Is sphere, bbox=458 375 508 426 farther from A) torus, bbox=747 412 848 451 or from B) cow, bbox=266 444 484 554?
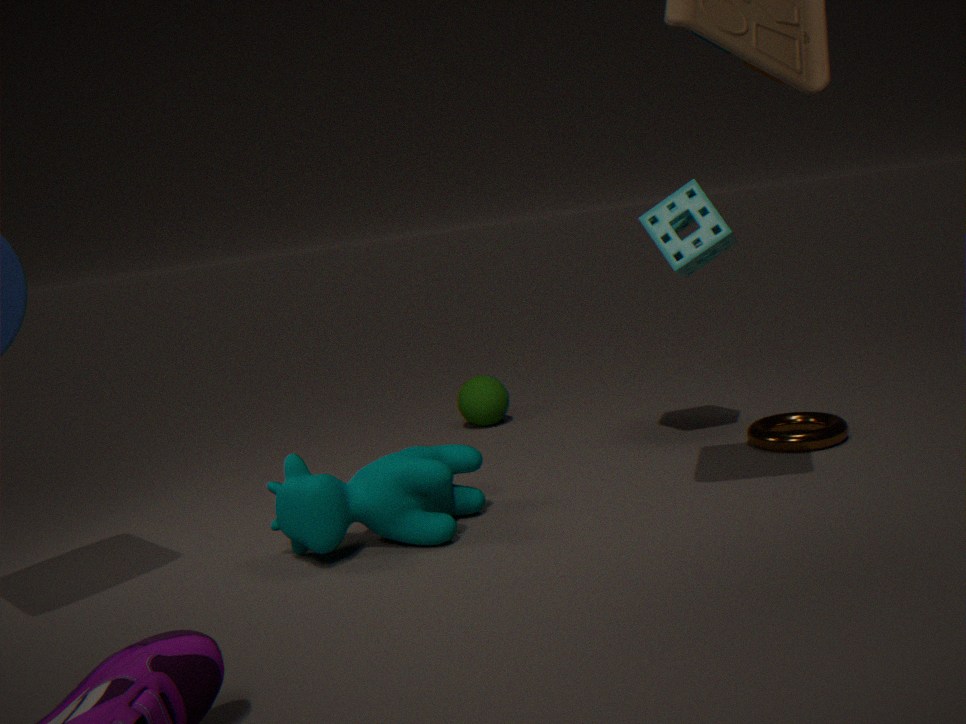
A) torus, bbox=747 412 848 451
